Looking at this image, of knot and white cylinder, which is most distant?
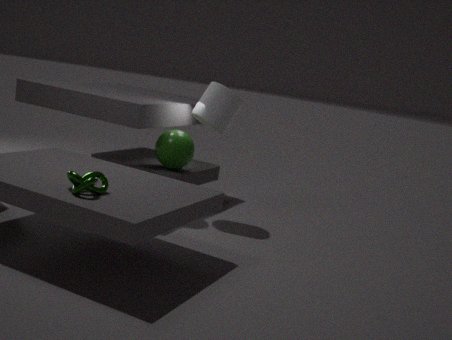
white cylinder
